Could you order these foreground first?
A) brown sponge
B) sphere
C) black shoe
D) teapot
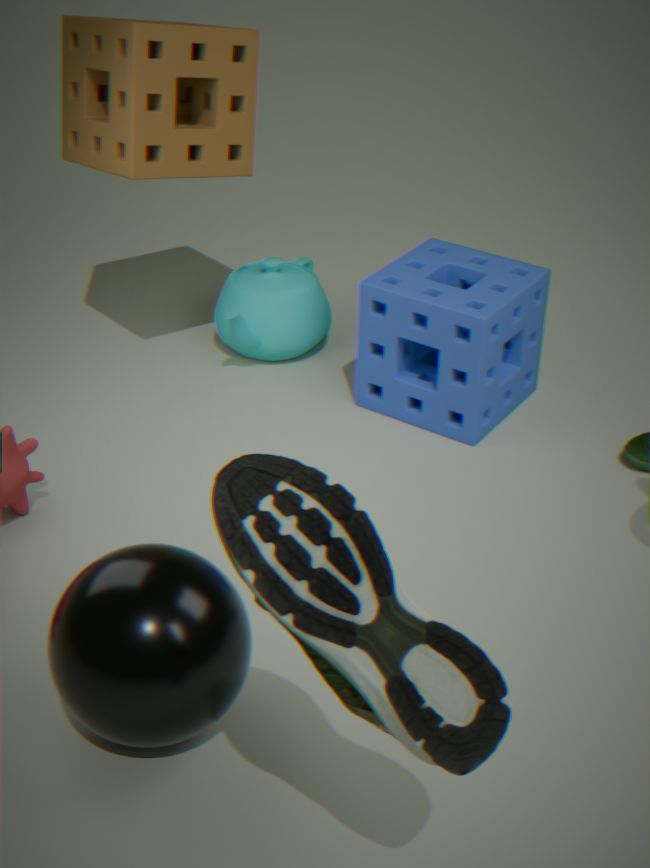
black shoe → sphere → brown sponge → teapot
